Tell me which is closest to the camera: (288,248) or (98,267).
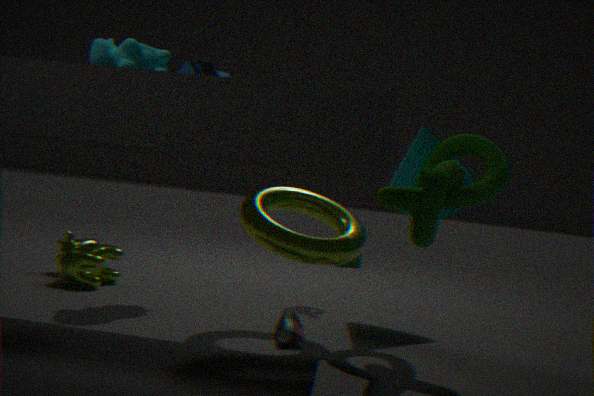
(288,248)
